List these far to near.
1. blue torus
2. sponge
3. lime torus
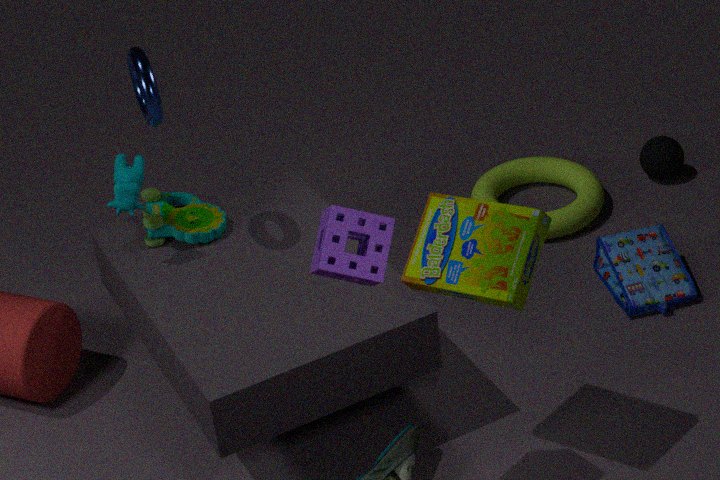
lime torus
blue torus
sponge
